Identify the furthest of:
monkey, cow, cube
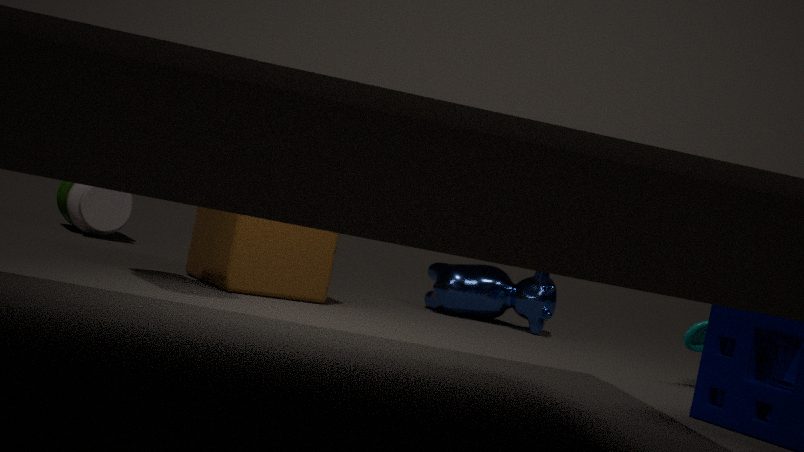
cow
